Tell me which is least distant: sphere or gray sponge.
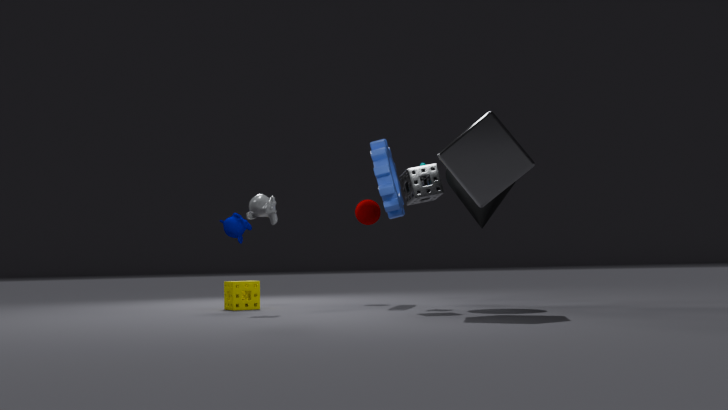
gray sponge
